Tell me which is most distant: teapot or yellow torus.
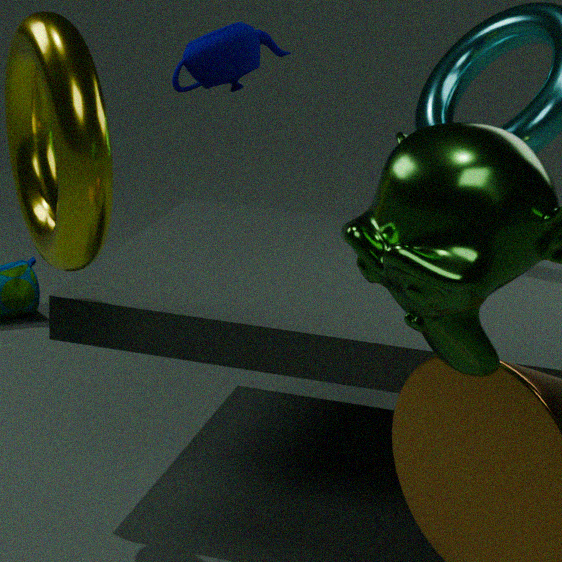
teapot
